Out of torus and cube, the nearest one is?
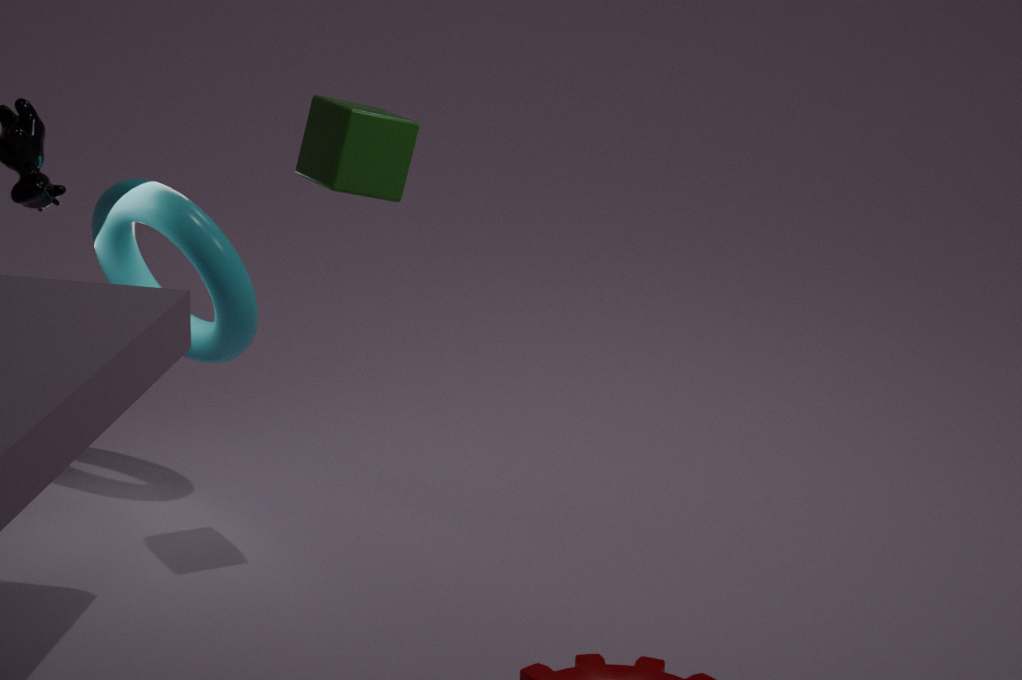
cube
